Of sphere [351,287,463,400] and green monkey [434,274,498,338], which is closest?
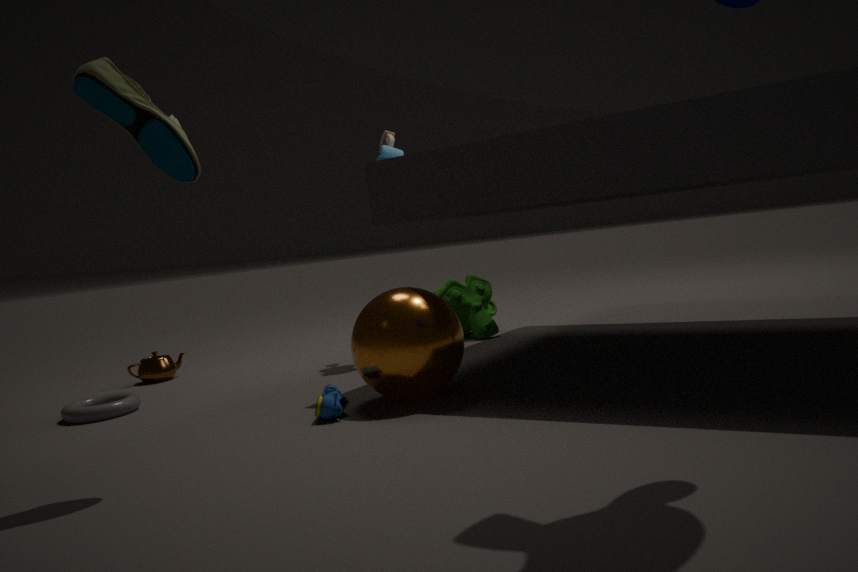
sphere [351,287,463,400]
